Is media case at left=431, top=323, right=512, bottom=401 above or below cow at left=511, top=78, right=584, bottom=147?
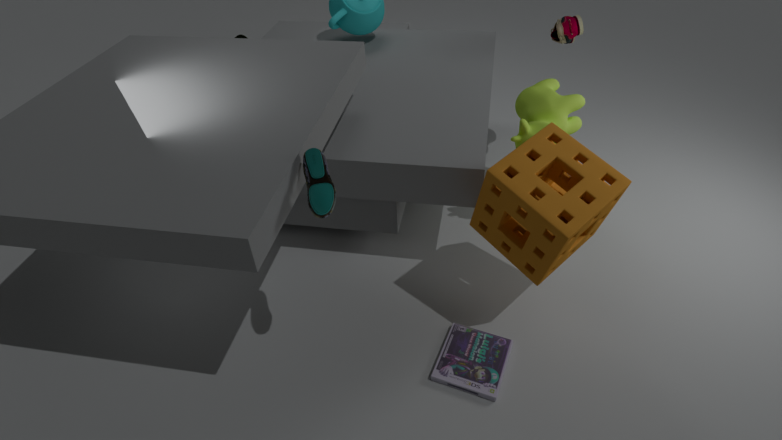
below
